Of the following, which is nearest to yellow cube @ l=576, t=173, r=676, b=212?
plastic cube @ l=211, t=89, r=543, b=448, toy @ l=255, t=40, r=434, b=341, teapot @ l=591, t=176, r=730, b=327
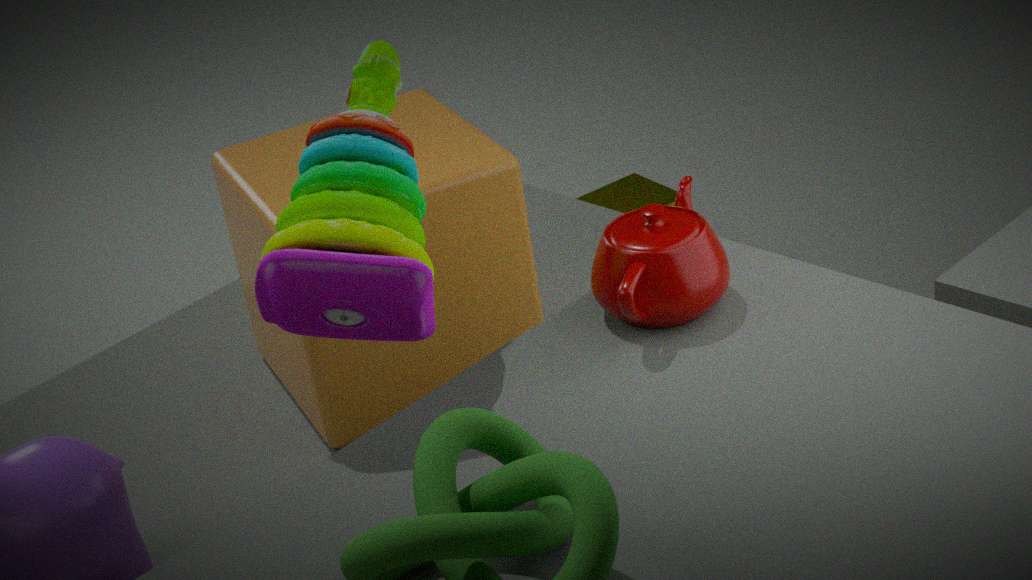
plastic cube @ l=211, t=89, r=543, b=448
